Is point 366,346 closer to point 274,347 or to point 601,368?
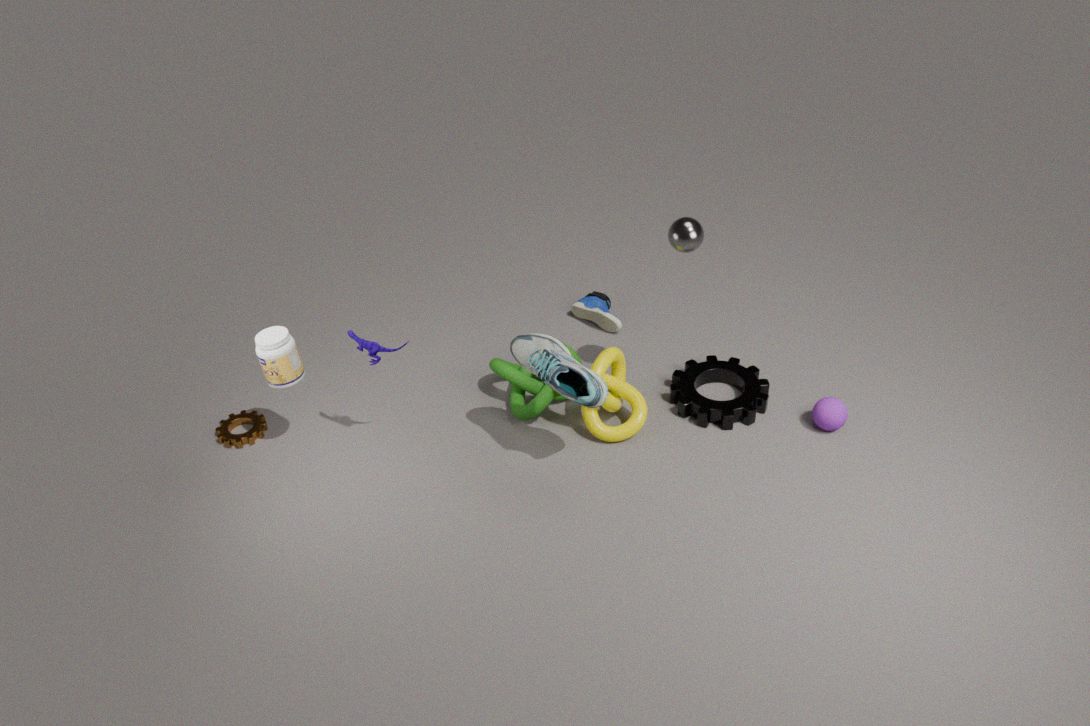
point 274,347
